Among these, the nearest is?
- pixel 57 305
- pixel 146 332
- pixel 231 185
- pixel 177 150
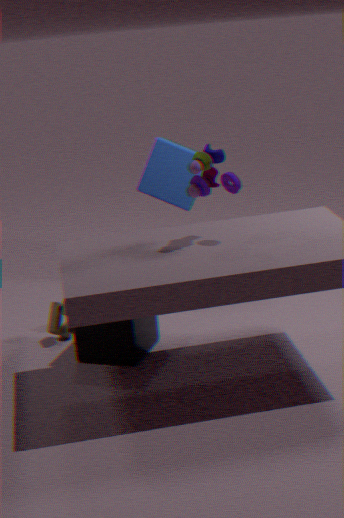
pixel 231 185
